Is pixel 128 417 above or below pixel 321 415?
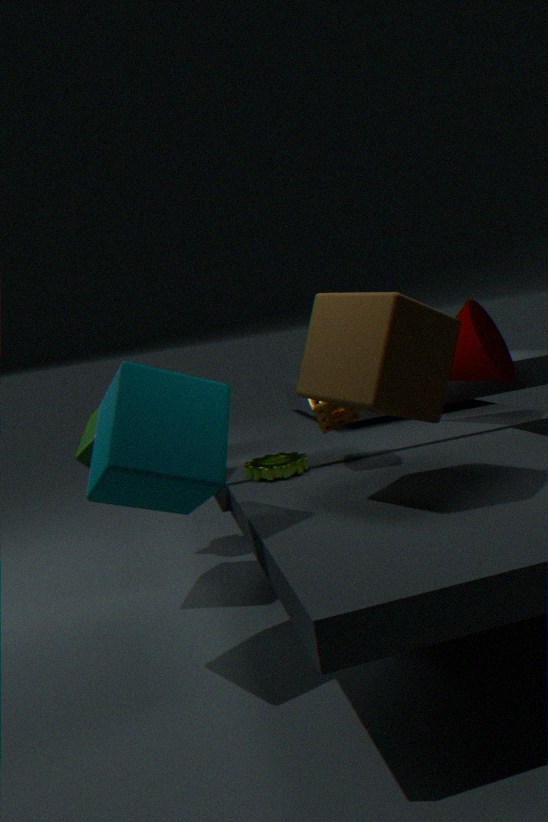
above
